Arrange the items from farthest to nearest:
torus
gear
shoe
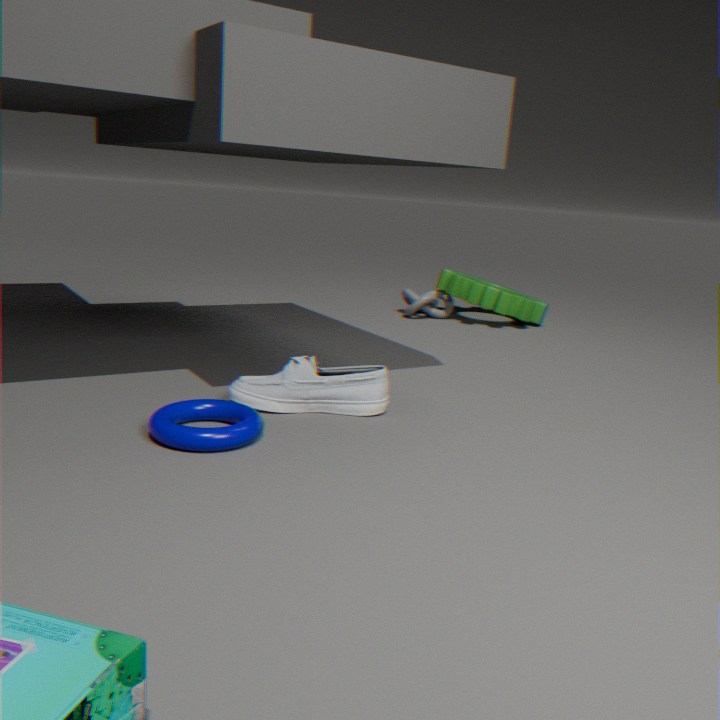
gear
shoe
torus
